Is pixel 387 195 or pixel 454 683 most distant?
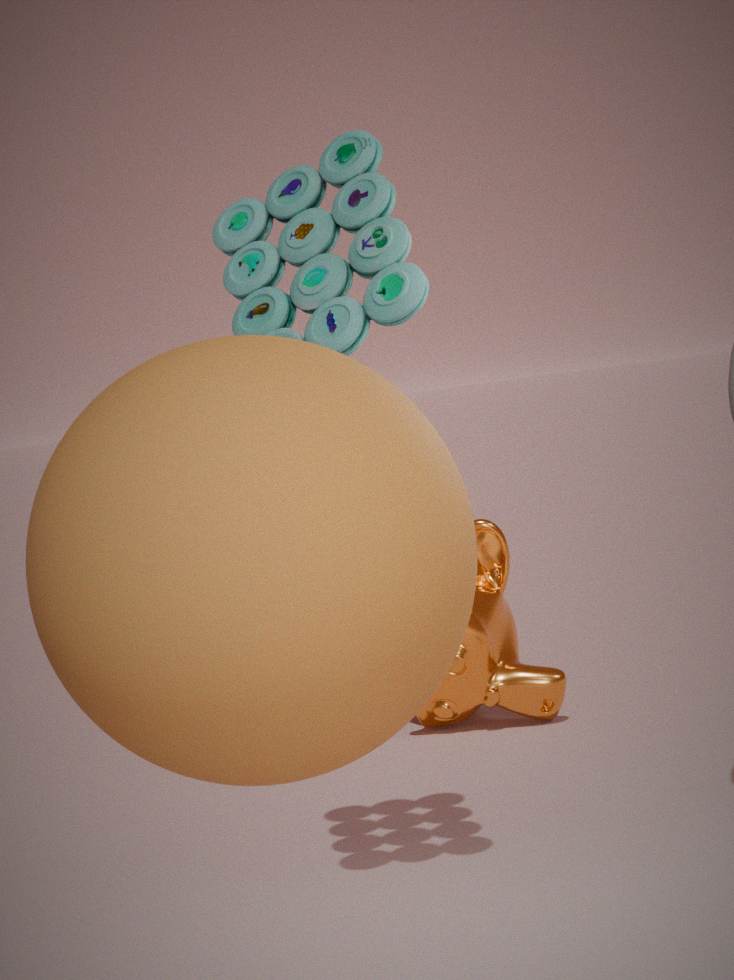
pixel 454 683
